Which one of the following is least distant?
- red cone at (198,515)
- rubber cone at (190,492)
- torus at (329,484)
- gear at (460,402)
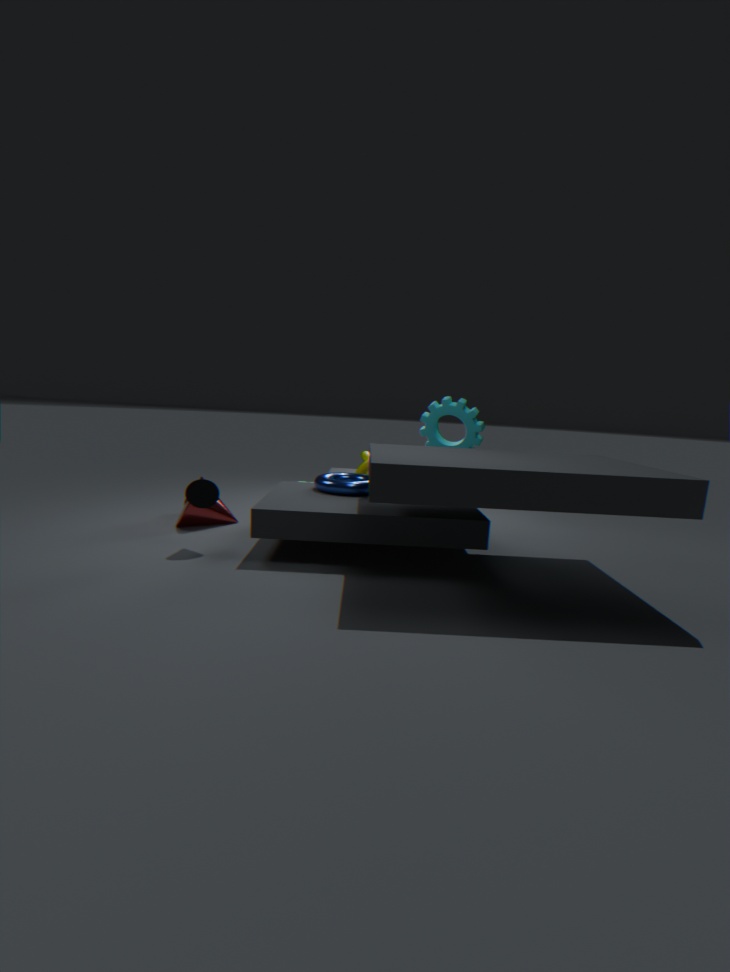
rubber cone at (190,492)
